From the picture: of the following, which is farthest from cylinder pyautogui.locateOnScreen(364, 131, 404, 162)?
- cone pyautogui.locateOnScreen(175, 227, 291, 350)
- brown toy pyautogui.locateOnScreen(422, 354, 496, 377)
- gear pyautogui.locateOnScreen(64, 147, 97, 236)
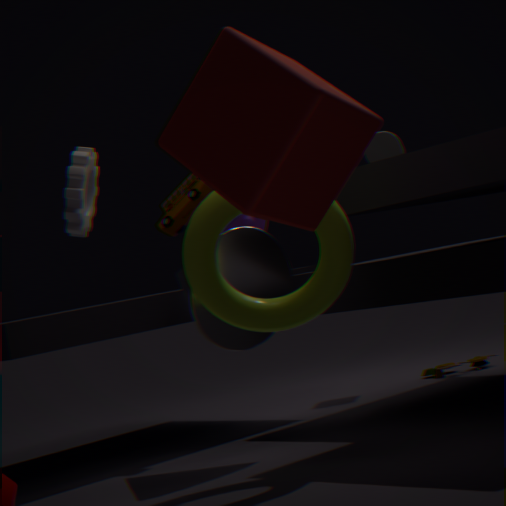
gear pyautogui.locateOnScreen(64, 147, 97, 236)
